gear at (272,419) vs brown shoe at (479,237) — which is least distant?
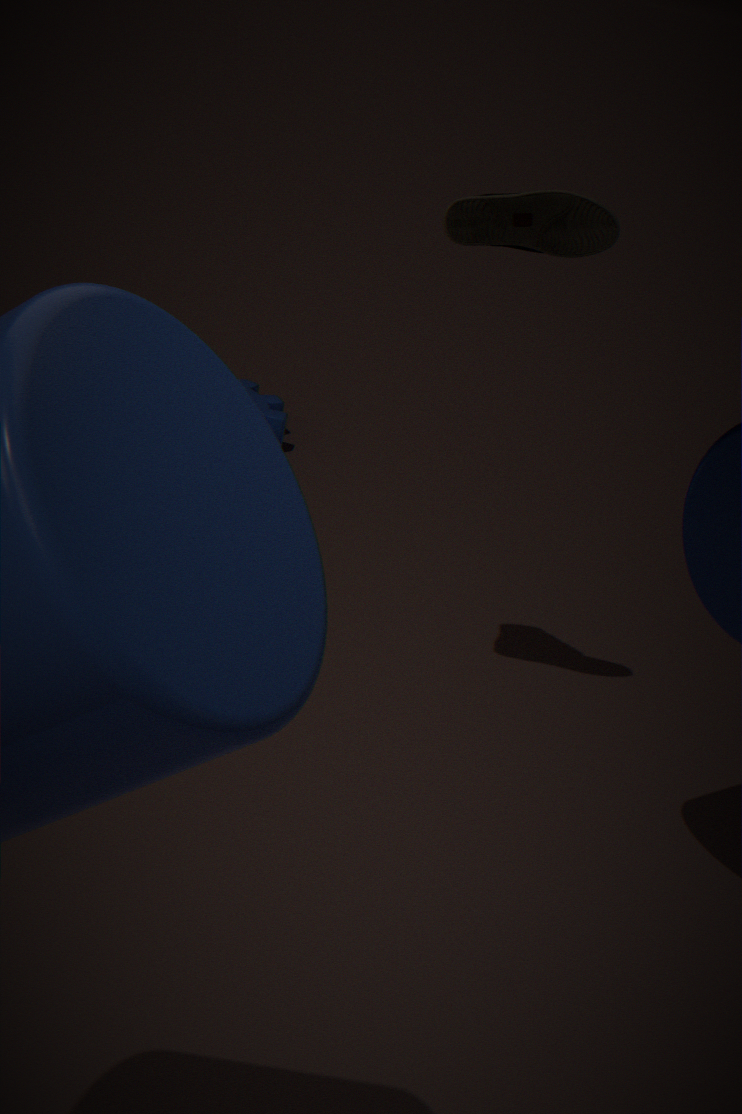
brown shoe at (479,237)
